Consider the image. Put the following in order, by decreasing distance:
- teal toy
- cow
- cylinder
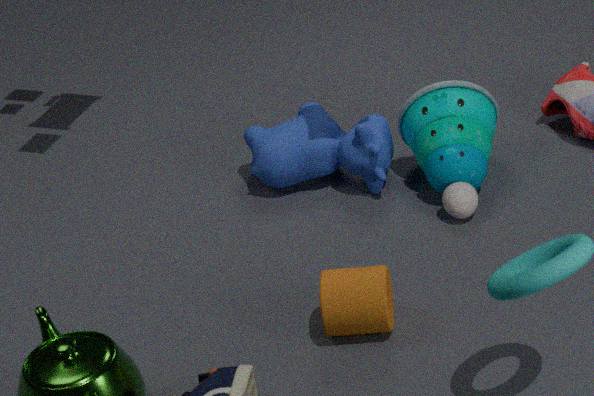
cow < teal toy < cylinder
